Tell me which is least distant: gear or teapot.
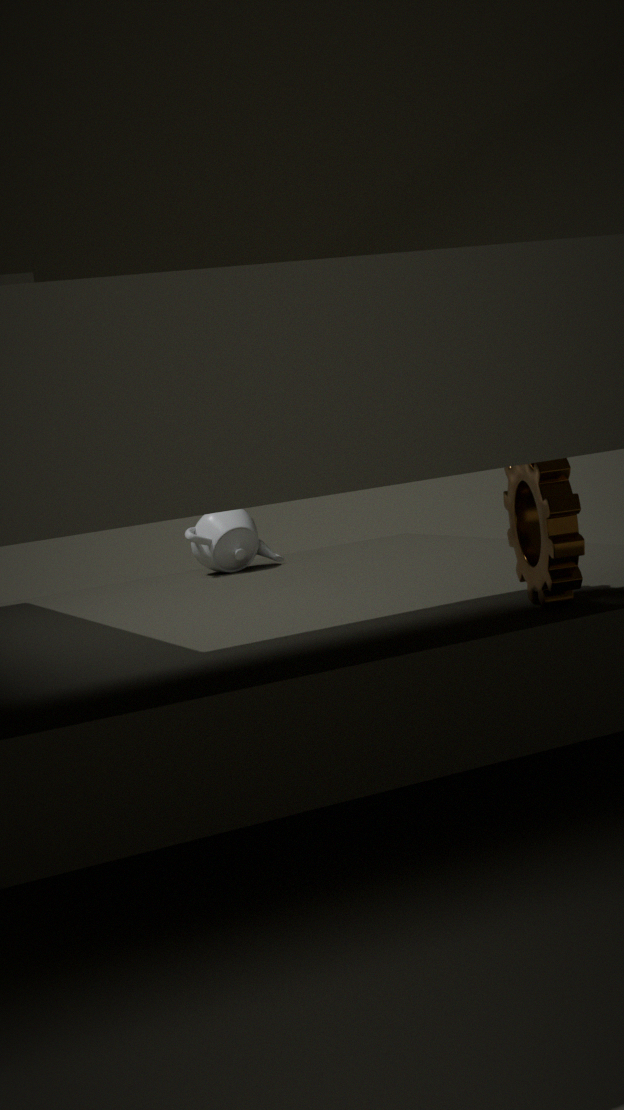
gear
